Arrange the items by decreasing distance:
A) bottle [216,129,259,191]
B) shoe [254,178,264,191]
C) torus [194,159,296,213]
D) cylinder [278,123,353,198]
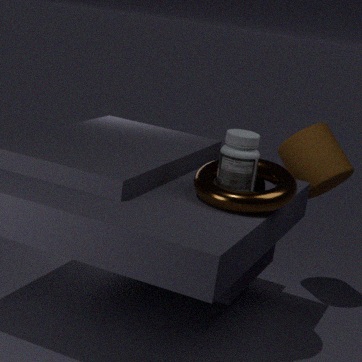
cylinder [278,123,353,198] → shoe [254,178,264,191] → bottle [216,129,259,191] → torus [194,159,296,213]
